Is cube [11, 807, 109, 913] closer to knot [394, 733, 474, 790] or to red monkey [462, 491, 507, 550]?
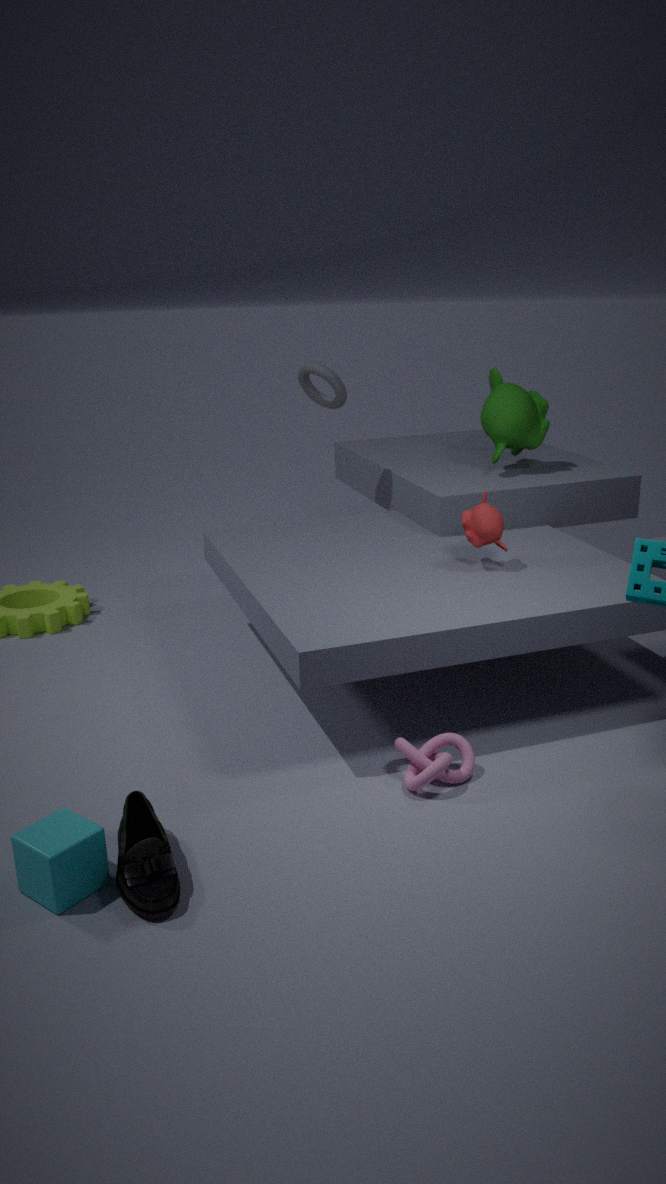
knot [394, 733, 474, 790]
